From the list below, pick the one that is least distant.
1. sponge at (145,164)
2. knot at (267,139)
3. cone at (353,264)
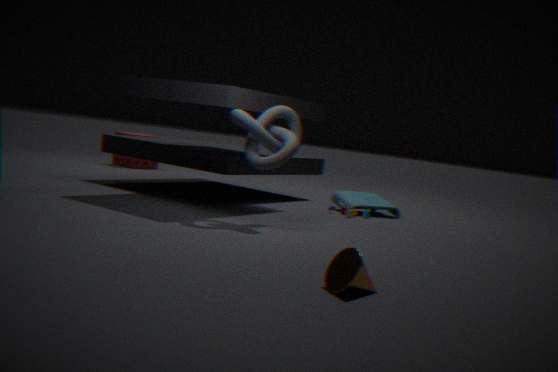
cone at (353,264)
